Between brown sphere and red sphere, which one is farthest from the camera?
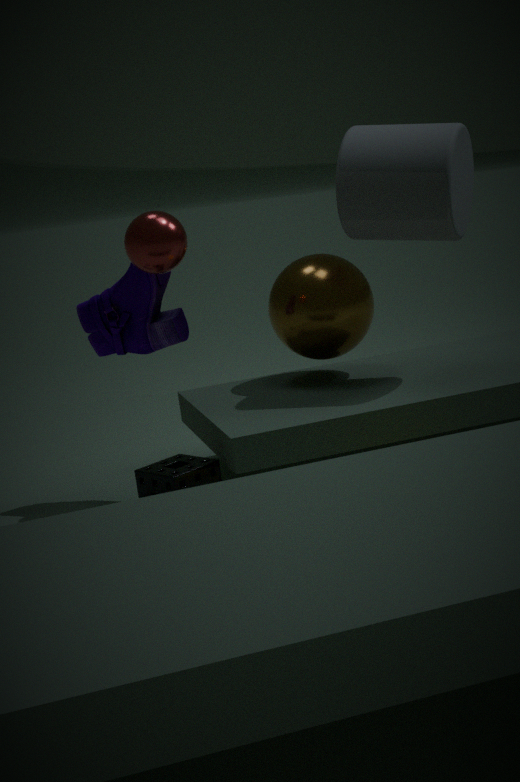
brown sphere
